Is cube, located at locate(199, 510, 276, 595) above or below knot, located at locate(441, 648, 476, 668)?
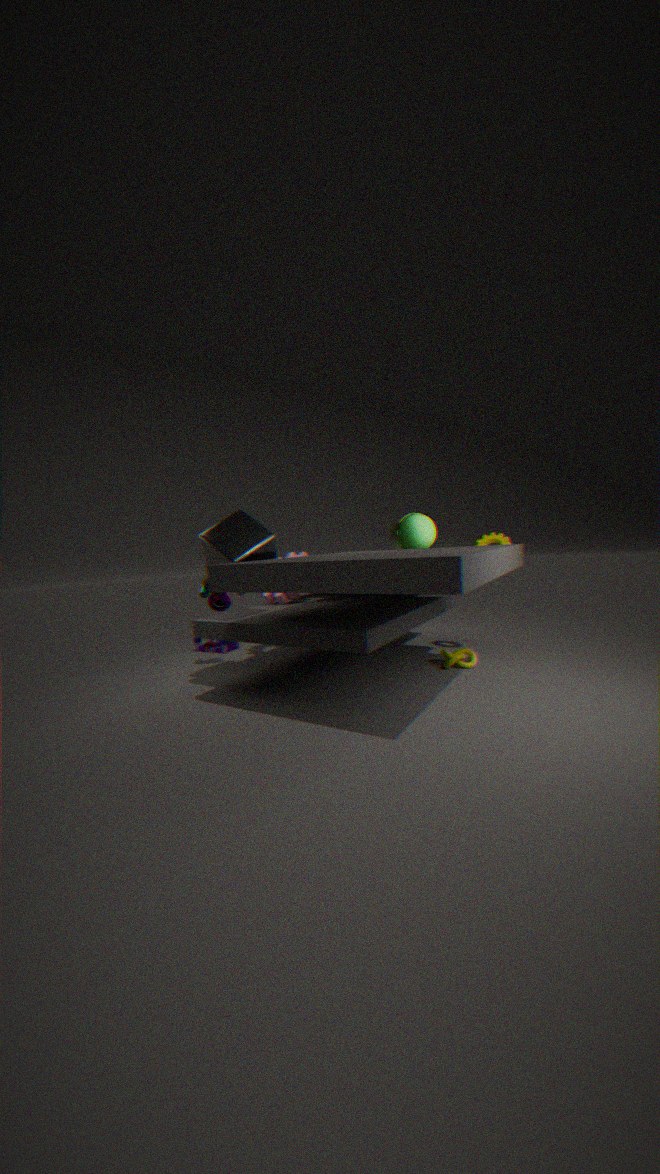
above
